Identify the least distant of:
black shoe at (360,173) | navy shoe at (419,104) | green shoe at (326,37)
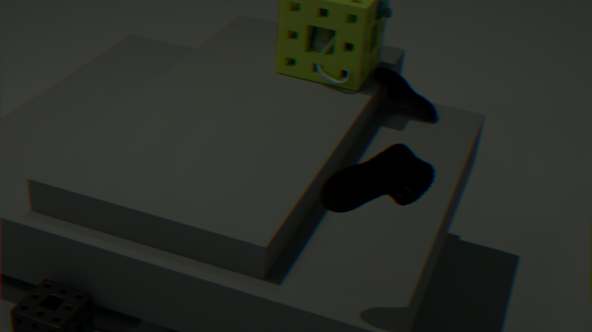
black shoe at (360,173)
